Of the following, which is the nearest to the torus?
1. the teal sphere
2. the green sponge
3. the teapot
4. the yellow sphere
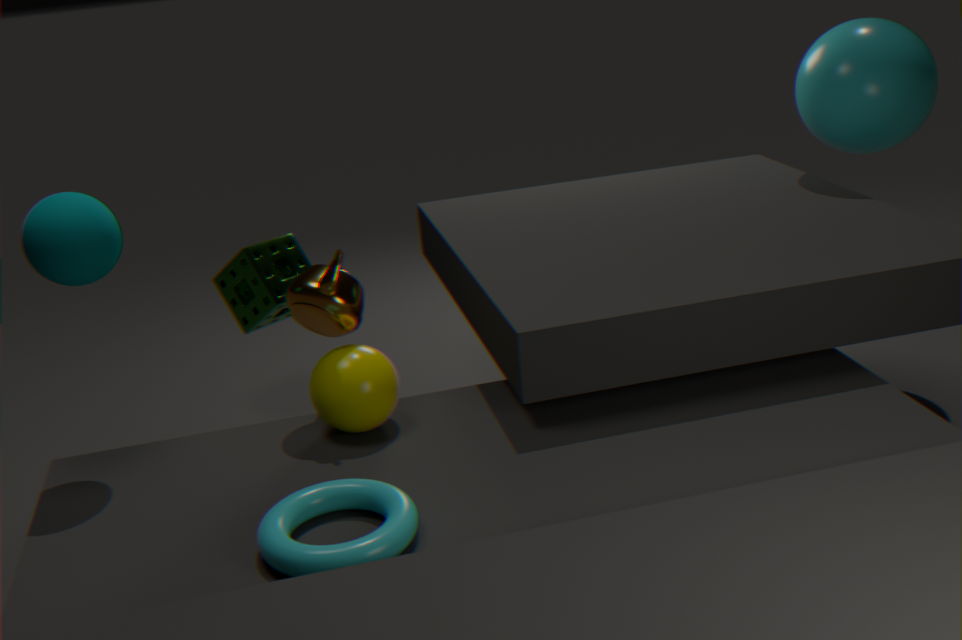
the yellow sphere
